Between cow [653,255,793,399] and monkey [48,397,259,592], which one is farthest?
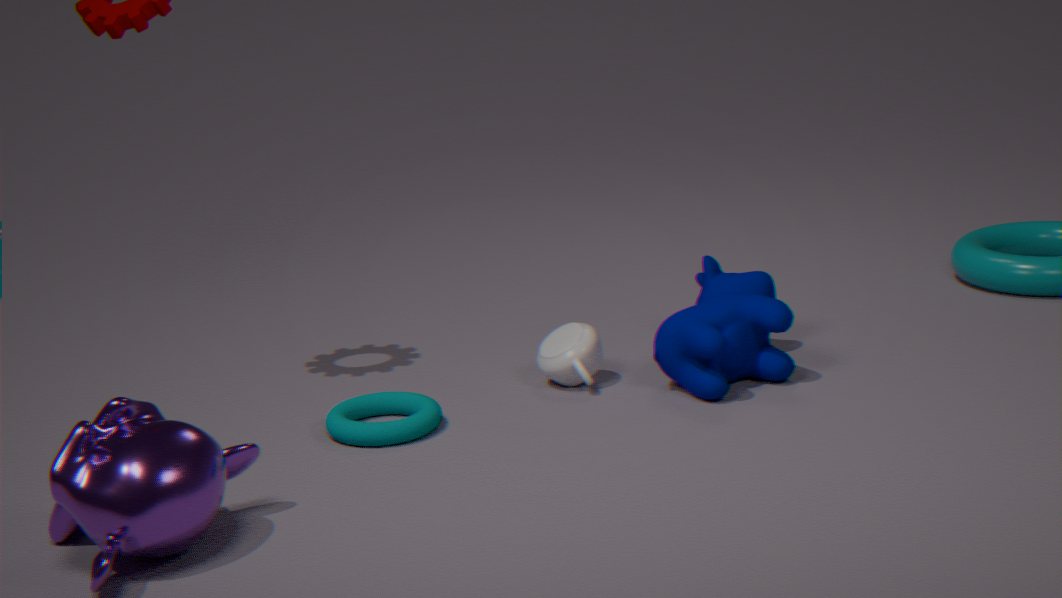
cow [653,255,793,399]
